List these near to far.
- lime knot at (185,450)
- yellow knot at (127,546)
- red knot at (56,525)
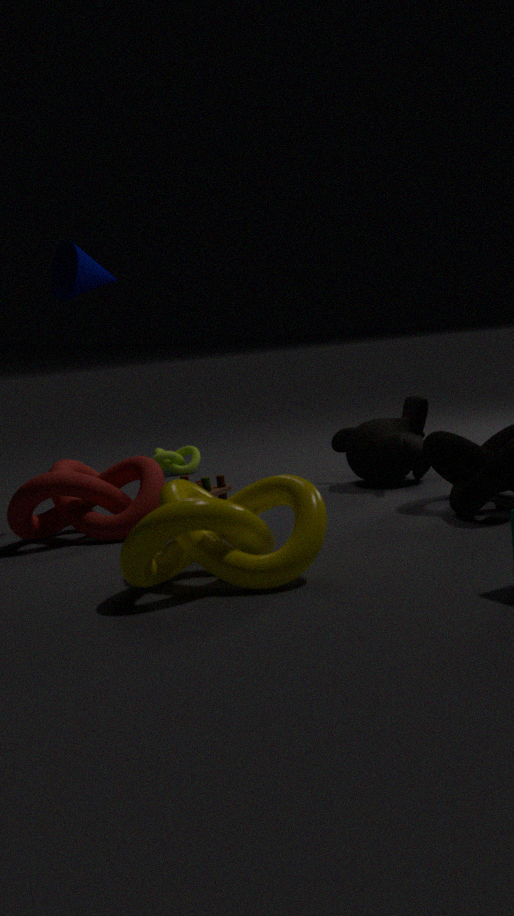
yellow knot at (127,546) < red knot at (56,525) < lime knot at (185,450)
